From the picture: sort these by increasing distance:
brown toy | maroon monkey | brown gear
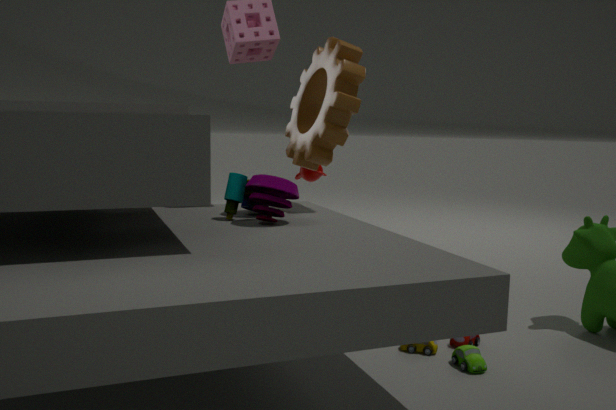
brown toy
brown gear
maroon monkey
